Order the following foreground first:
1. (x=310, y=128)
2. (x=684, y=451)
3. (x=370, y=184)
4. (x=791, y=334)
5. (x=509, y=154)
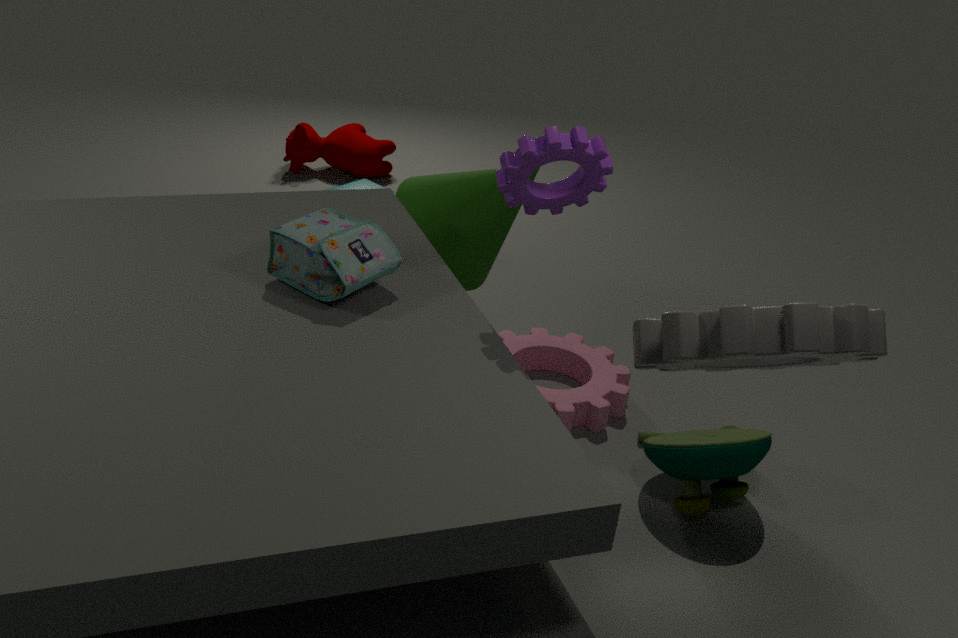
(x=791, y=334), (x=509, y=154), (x=684, y=451), (x=370, y=184), (x=310, y=128)
